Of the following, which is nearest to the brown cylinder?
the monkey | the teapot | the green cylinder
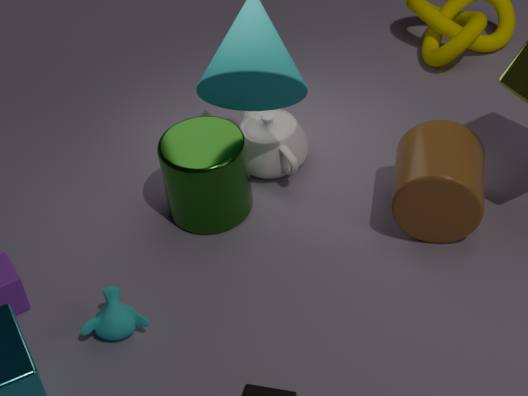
the teapot
